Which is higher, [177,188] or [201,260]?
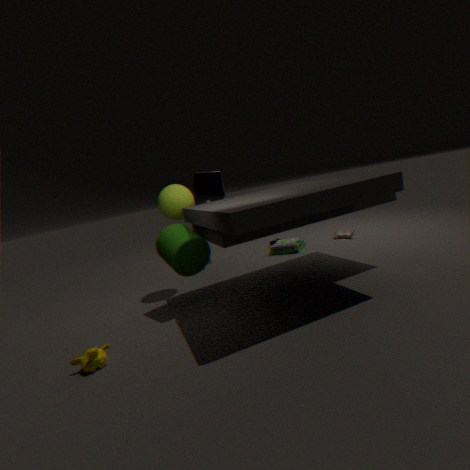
[177,188]
